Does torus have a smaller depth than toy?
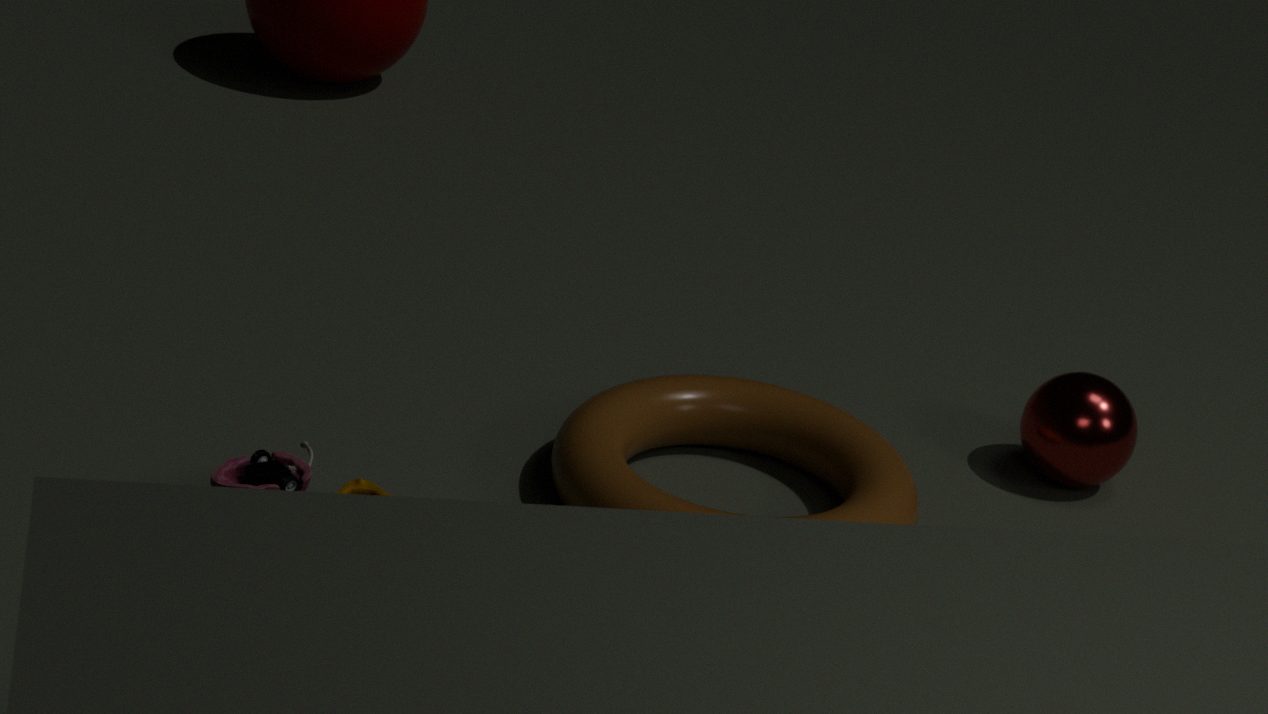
No
